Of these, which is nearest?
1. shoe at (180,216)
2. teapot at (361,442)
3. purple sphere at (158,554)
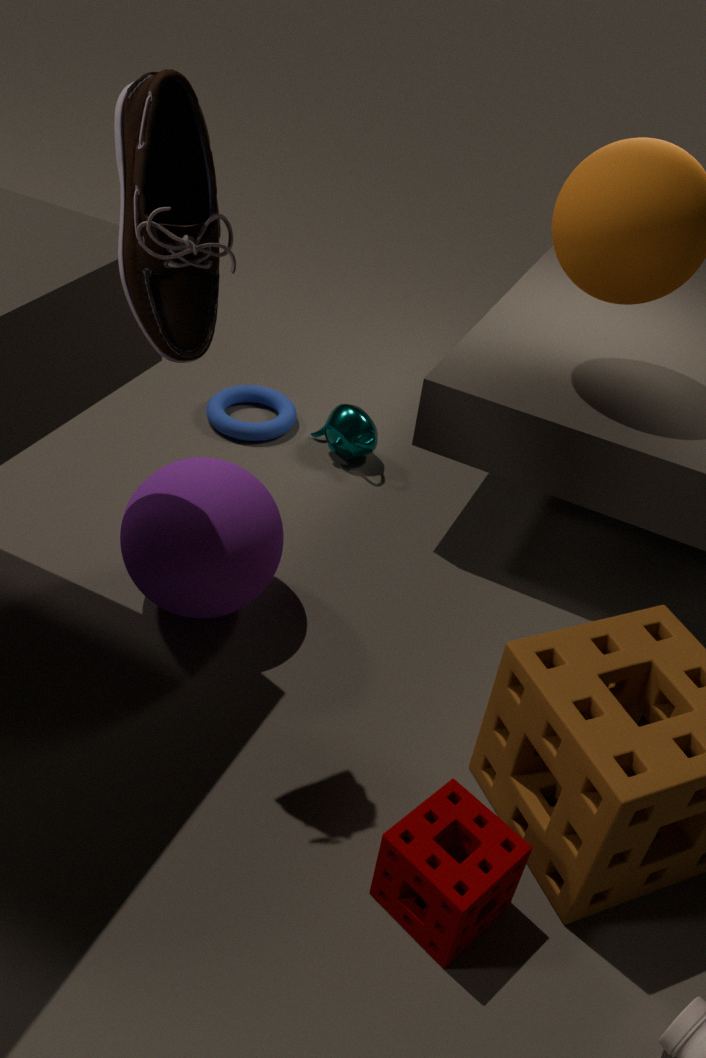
shoe at (180,216)
